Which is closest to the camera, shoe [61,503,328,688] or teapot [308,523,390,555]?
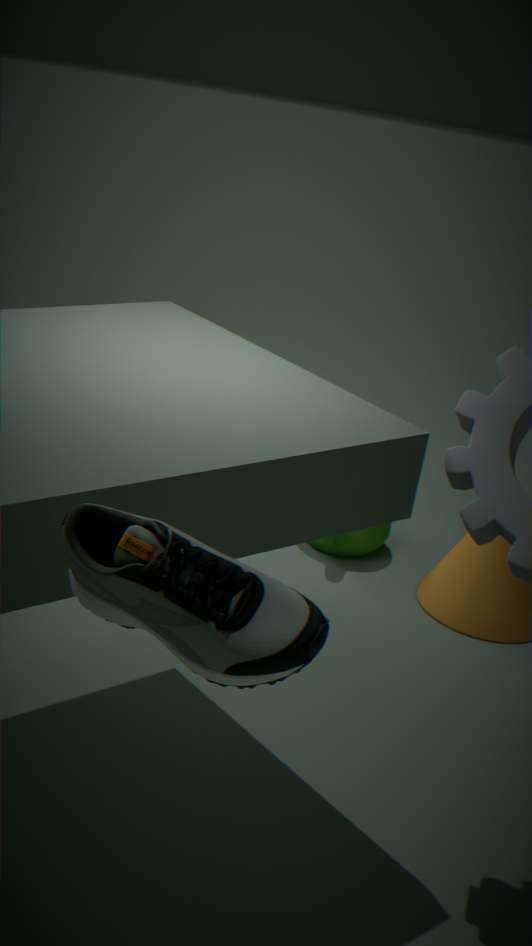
shoe [61,503,328,688]
